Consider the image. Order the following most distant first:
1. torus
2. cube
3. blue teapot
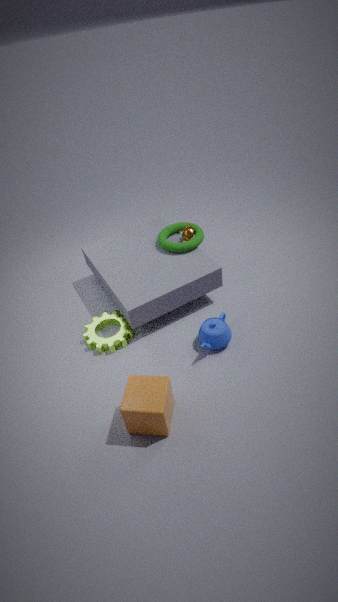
torus
blue teapot
cube
